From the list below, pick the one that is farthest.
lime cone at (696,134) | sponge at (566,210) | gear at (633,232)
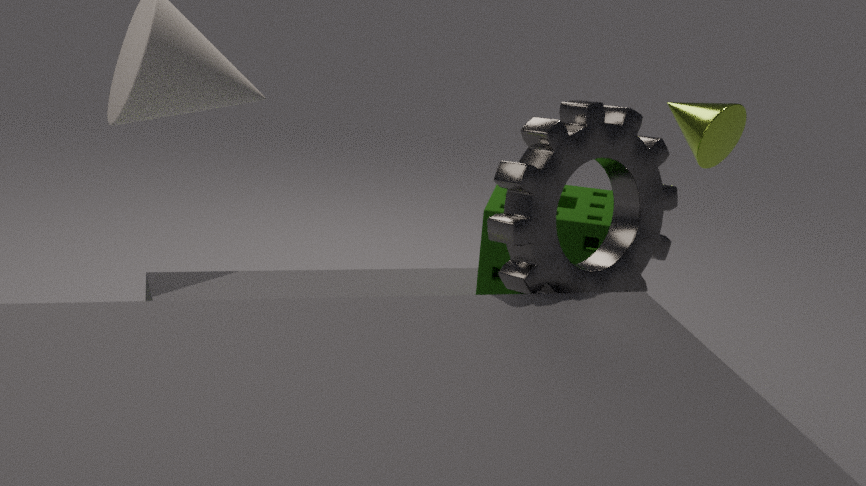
lime cone at (696,134)
